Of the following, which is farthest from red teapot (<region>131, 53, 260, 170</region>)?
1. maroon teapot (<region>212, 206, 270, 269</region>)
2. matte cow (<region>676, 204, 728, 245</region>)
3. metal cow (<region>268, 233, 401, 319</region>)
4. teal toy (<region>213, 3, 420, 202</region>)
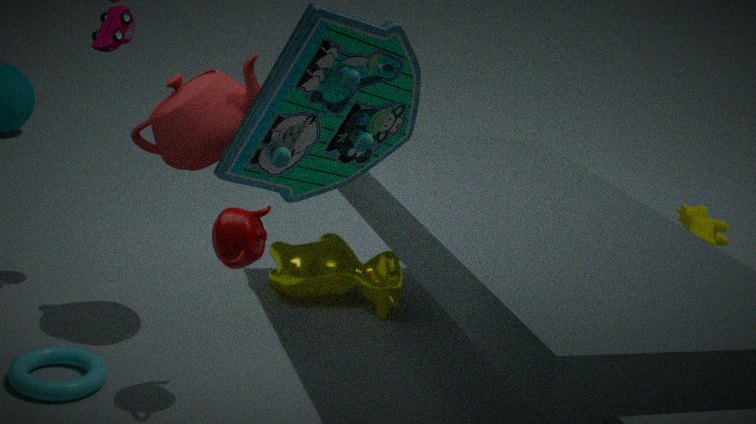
matte cow (<region>676, 204, 728, 245</region>)
